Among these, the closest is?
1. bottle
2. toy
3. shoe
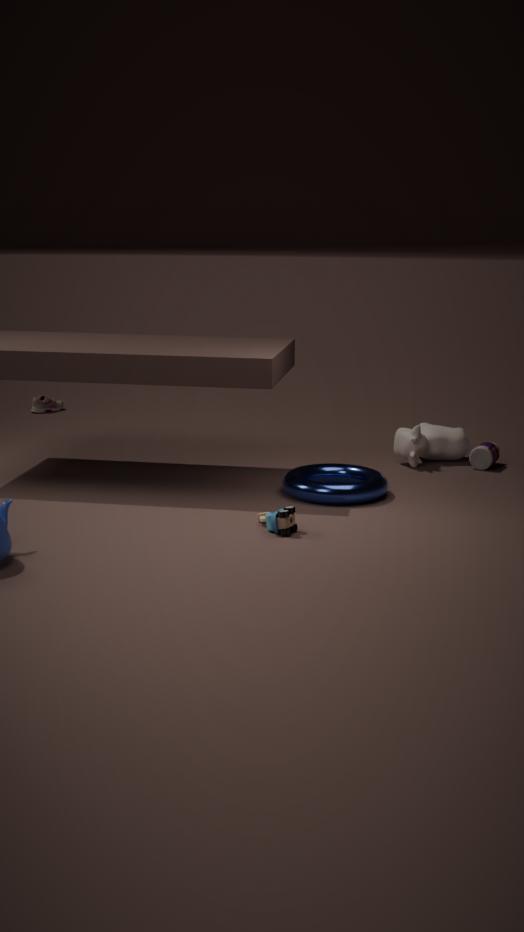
toy
